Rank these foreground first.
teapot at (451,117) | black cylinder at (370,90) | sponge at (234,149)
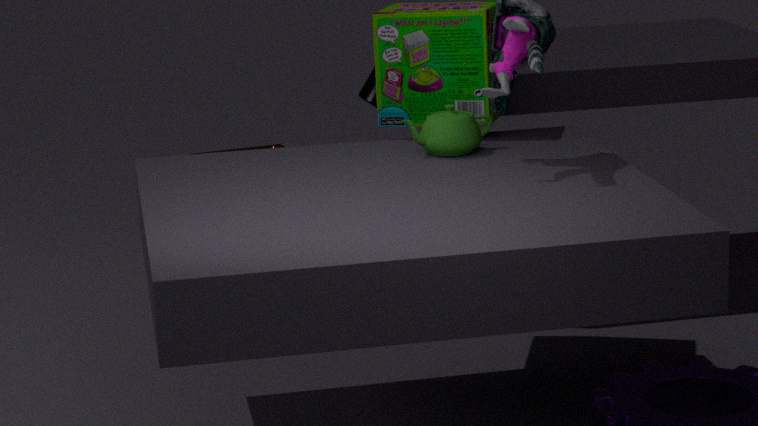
teapot at (451,117), black cylinder at (370,90), sponge at (234,149)
